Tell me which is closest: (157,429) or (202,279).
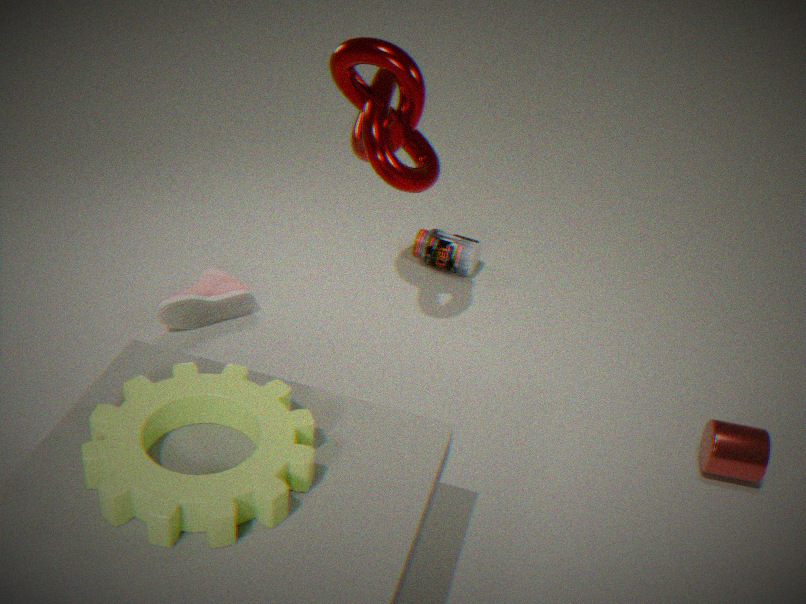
(157,429)
